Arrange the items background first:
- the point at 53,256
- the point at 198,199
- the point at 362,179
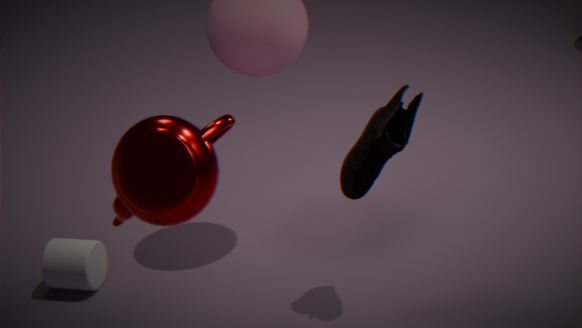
the point at 53,256 < the point at 362,179 < the point at 198,199
